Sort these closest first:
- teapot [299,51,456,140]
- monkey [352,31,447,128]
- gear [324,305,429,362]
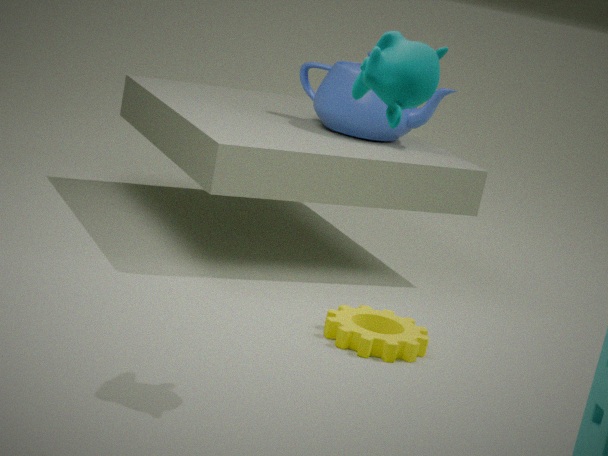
monkey [352,31,447,128], gear [324,305,429,362], teapot [299,51,456,140]
